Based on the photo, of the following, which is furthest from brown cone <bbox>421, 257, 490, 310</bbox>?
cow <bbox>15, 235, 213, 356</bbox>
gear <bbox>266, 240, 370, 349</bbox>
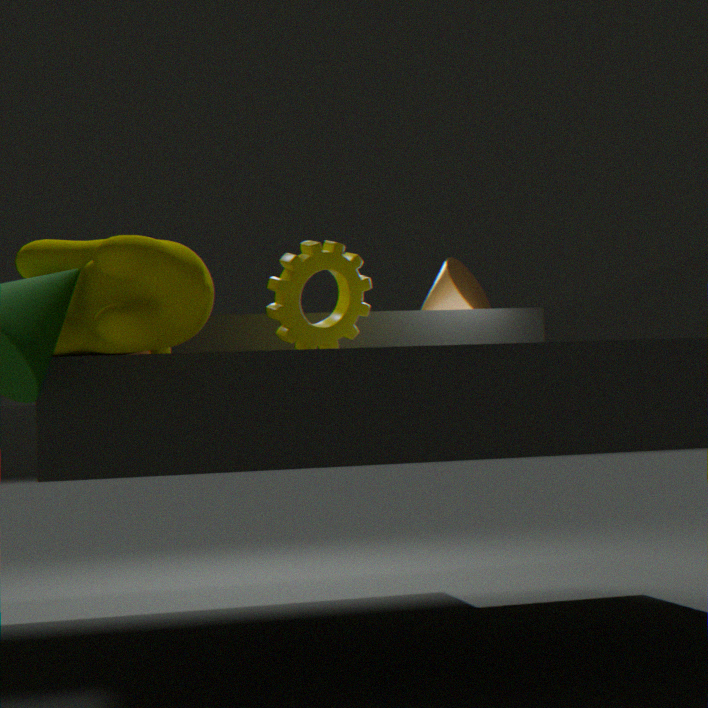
cow <bbox>15, 235, 213, 356</bbox>
